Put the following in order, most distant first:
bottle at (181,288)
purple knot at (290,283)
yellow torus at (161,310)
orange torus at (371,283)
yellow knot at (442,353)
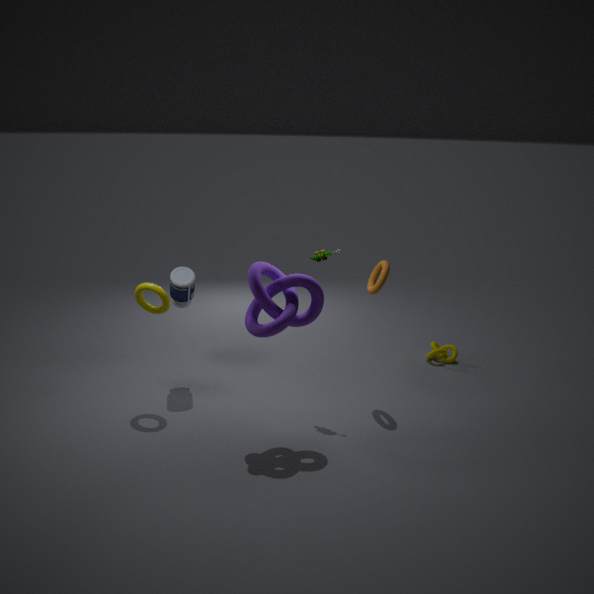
yellow knot at (442,353)
bottle at (181,288)
orange torus at (371,283)
yellow torus at (161,310)
purple knot at (290,283)
